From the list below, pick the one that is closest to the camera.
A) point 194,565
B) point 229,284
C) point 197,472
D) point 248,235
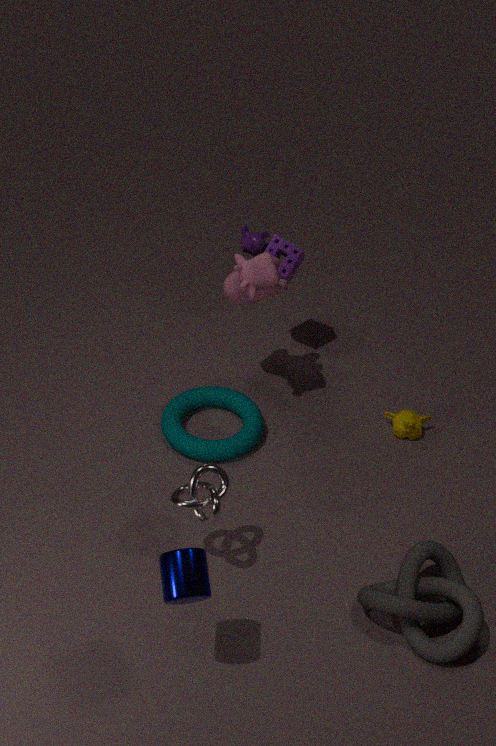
point 194,565
